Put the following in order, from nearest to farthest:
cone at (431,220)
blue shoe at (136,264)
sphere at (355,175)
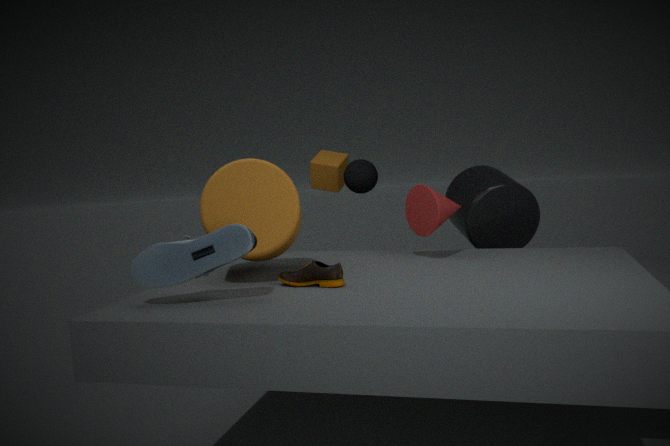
blue shoe at (136,264), cone at (431,220), sphere at (355,175)
